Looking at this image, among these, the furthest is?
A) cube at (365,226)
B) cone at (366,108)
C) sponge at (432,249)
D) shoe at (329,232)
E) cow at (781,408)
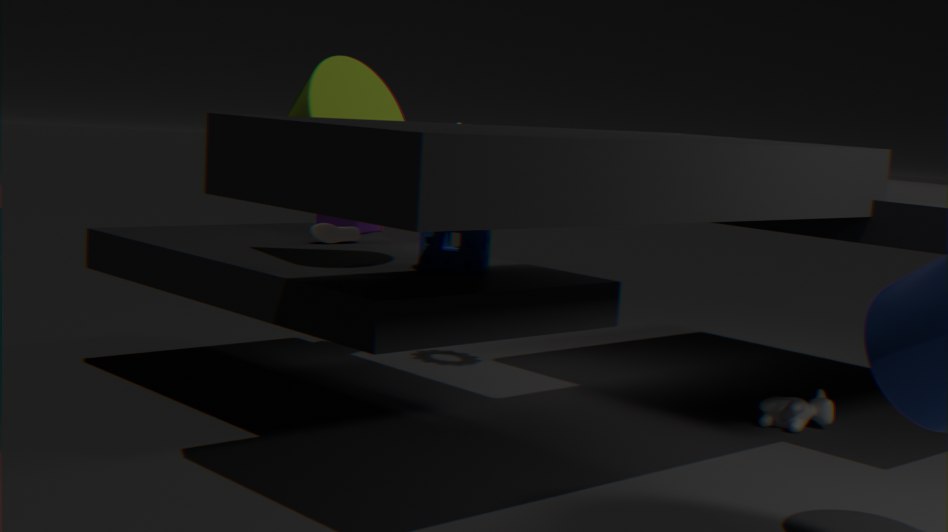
cube at (365,226)
